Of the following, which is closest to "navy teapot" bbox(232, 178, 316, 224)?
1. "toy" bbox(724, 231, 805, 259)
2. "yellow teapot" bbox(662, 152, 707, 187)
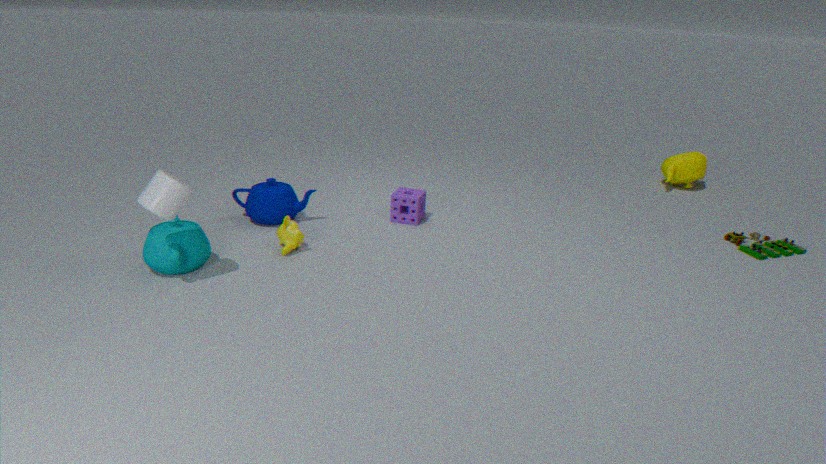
"toy" bbox(724, 231, 805, 259)
